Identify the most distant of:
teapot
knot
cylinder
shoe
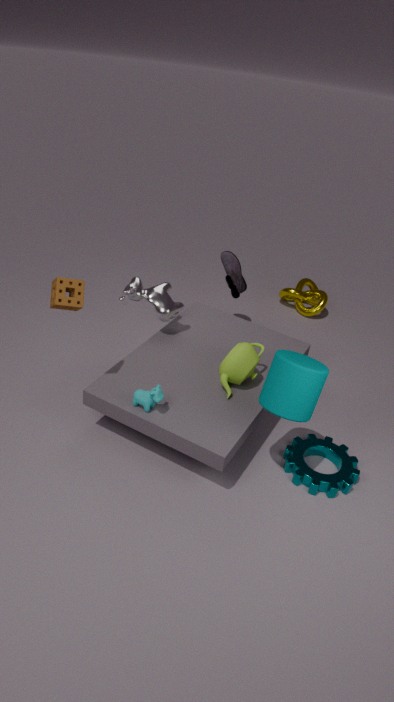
knot
